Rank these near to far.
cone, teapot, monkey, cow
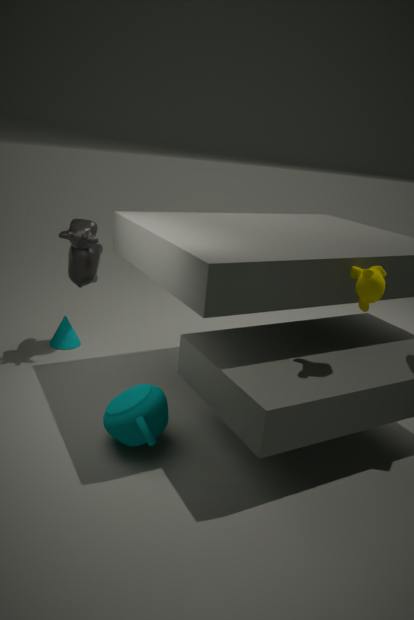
monkey, teapot, cow, cone
